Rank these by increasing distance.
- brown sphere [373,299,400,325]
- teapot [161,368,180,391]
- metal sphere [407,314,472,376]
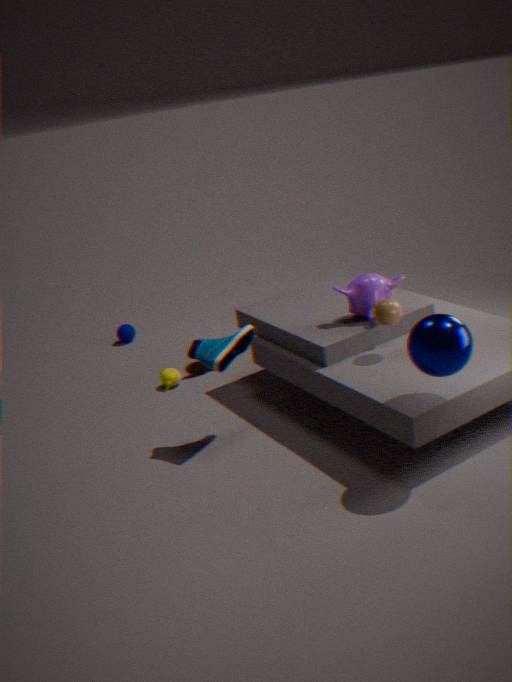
metal sphere [407,314,472,376] → brown sphere [373,299,400,325] → teapot [161,368,180,391]
